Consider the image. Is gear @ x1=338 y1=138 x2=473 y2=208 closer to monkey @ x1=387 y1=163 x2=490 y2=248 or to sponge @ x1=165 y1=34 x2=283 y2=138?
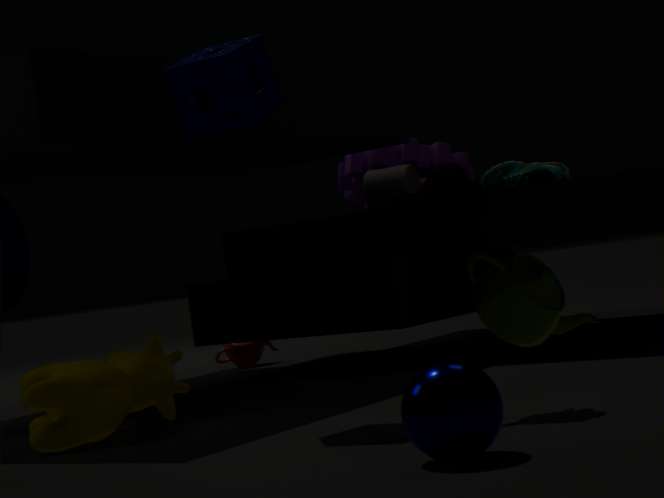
sponge @ x1=165 y1=34 x2=283 y2=138
